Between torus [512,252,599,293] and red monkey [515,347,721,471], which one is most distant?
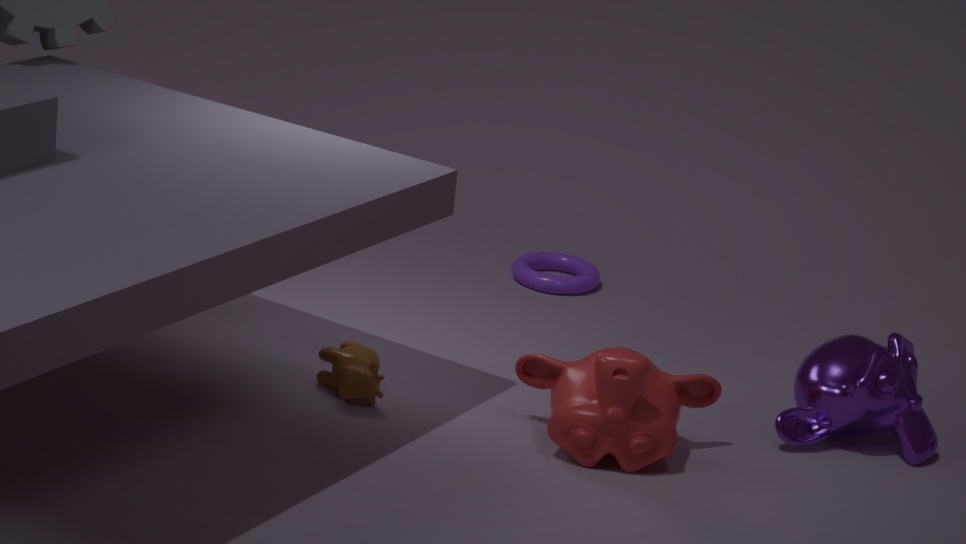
torus [512,252,599,293]
